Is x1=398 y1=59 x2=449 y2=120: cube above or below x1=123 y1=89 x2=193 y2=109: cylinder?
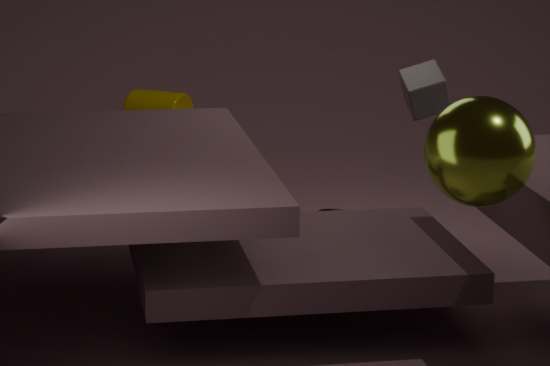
above
